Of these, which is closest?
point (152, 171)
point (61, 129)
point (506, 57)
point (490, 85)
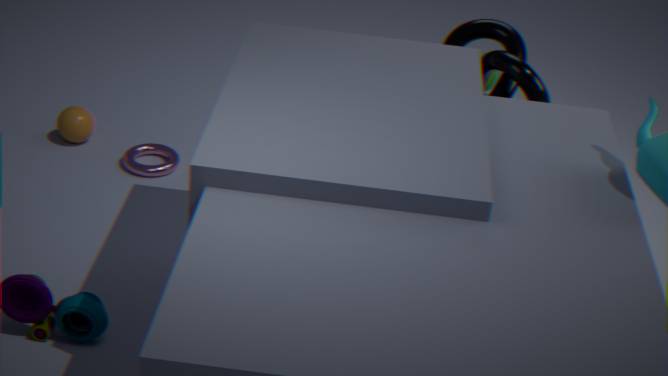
point (506, 57)
